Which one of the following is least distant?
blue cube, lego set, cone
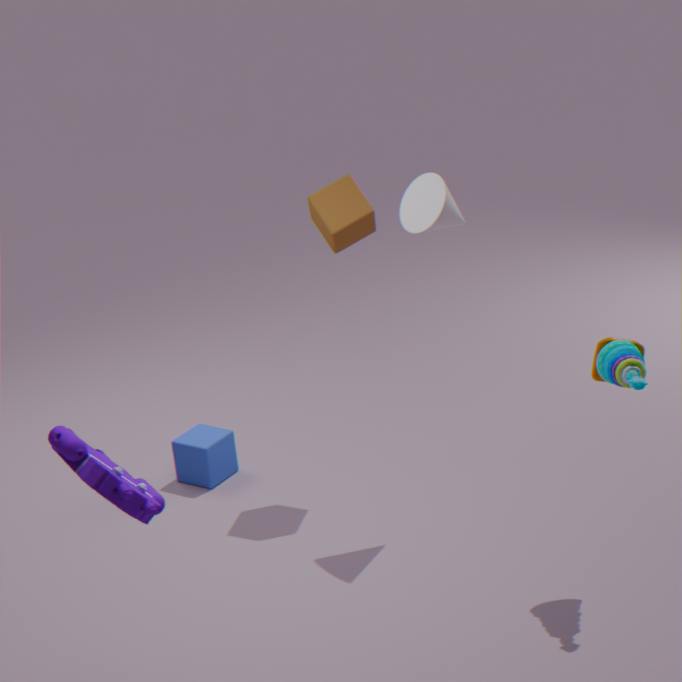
lego set
